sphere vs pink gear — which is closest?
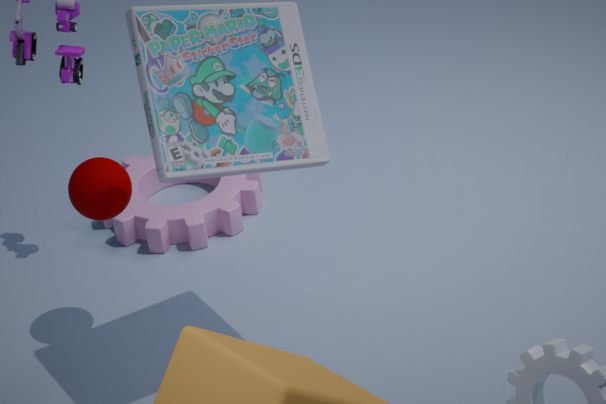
sphere
